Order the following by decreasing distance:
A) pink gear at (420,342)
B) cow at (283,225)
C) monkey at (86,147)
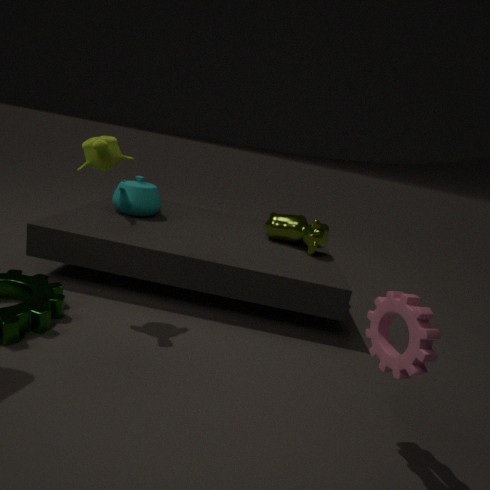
B. cow at (283,225) → C. monkey at (86,147) → A. pink gear at (420,342)
